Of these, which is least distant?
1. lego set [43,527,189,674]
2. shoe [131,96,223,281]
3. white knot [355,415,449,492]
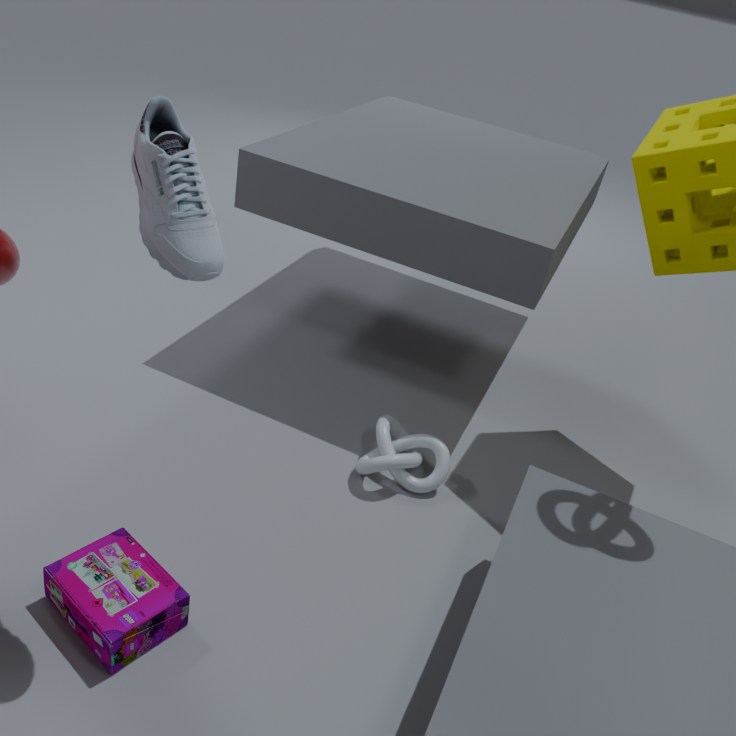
shoe [131,96,223,281]
